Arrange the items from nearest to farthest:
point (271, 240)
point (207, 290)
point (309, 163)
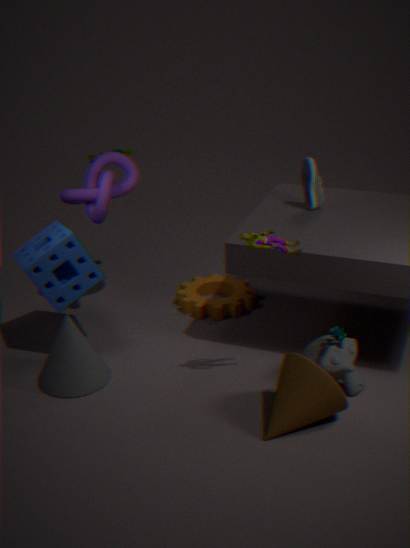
point (271, 240) → point (309, 163) → point (207, 290)
